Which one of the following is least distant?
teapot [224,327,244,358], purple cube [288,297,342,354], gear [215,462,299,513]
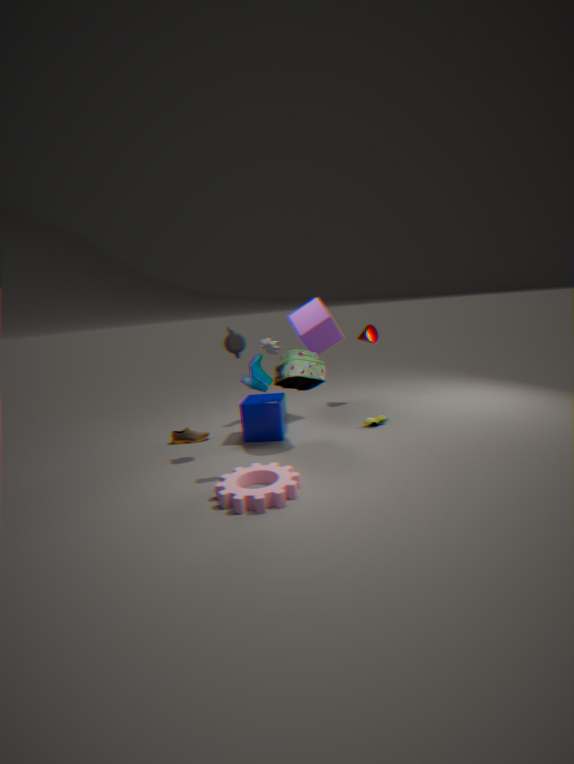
gear [215,462,299,513]
